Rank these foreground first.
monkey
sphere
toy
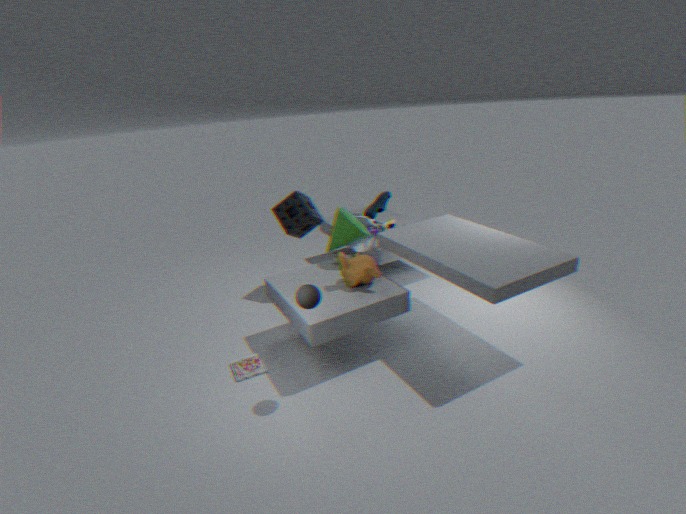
sphere, monkey, toy
